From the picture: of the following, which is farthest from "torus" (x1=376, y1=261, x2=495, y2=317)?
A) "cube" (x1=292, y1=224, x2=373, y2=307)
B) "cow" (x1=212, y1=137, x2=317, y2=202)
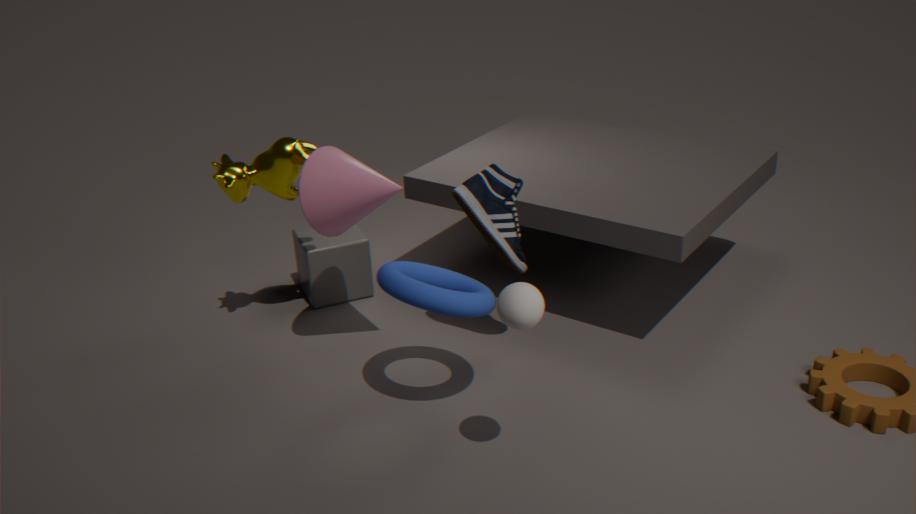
"cube" (x1=292, y1=224, x2=373, y2=307)
